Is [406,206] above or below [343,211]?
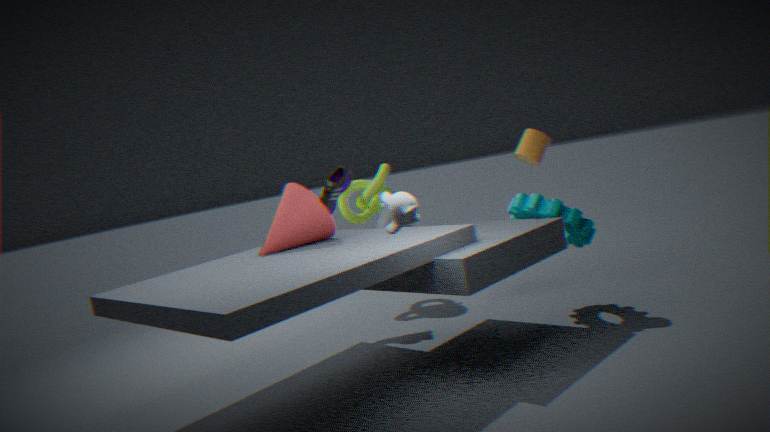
above
